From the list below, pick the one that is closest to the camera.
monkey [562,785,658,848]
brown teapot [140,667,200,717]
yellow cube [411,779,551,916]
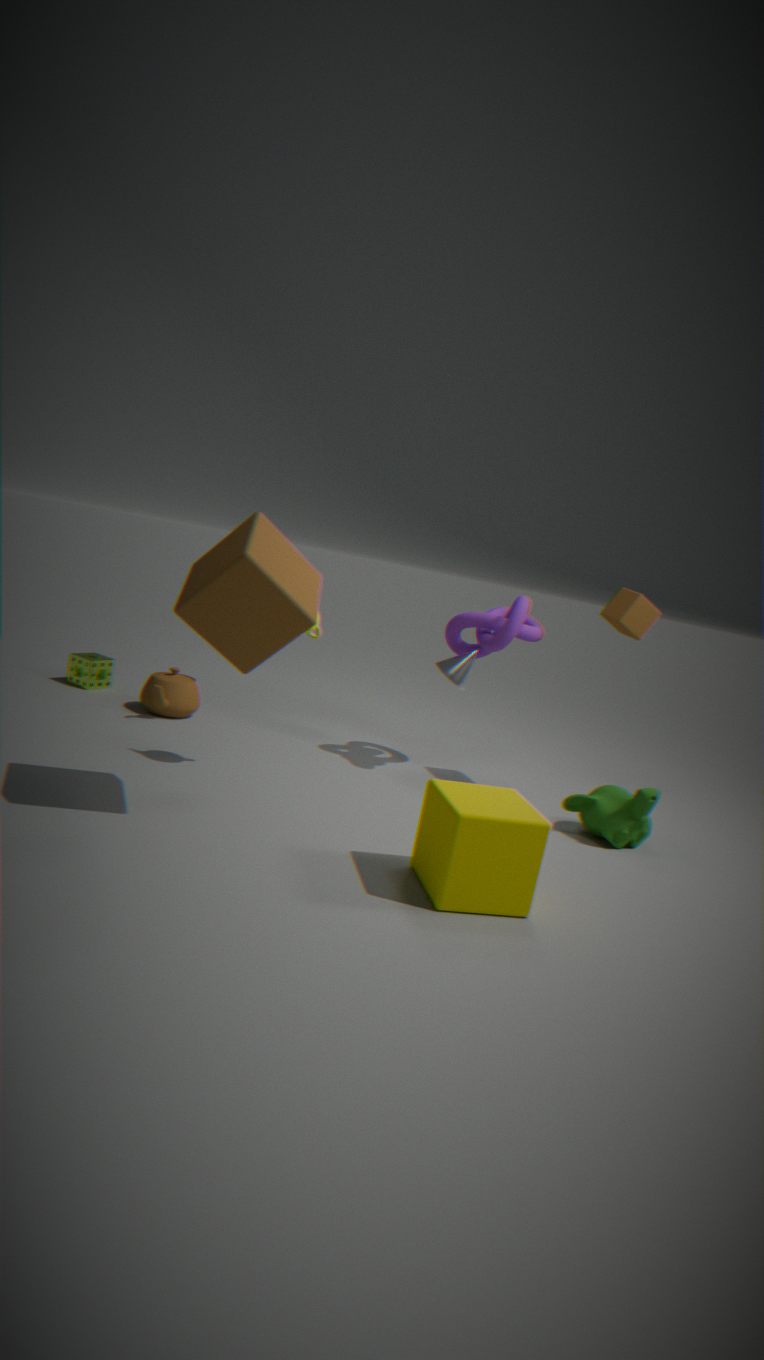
yellow cube [411,779,551,916]
